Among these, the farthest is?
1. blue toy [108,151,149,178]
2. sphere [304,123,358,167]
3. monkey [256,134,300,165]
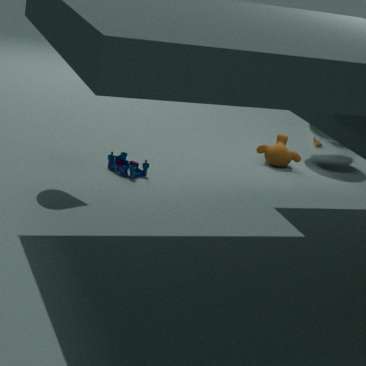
sphere [304,123,358,167]
